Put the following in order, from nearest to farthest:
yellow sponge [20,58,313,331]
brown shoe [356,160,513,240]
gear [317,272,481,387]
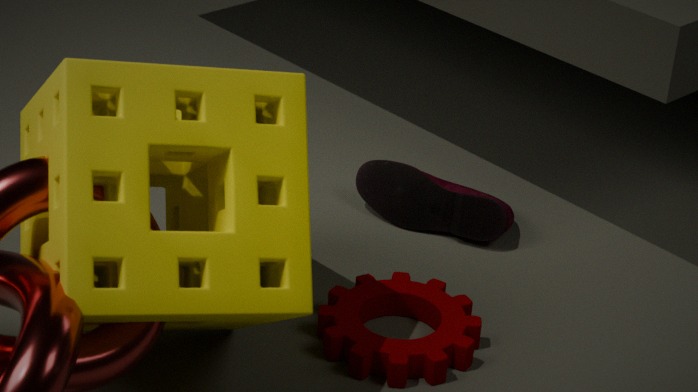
yellow sponge [20,58,313,331]
gear [317,272,481,387]
brown shoe [356,160,513,240]
